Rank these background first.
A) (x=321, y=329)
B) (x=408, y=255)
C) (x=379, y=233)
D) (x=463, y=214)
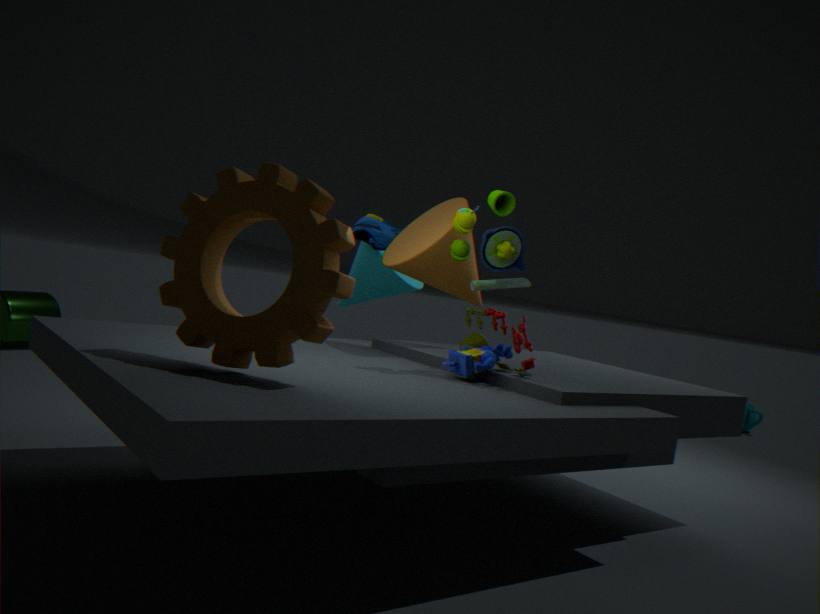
(x=379, y=233)
(x=408, y=255)
(x=463, y=214)
(x=321, y=329)
